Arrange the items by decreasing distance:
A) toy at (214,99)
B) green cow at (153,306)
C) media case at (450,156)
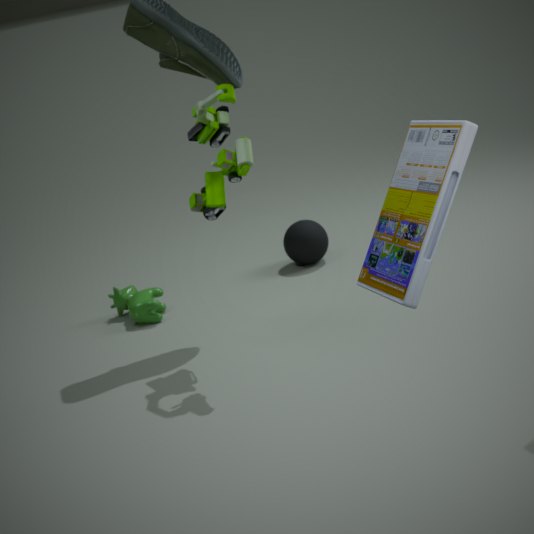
1. green cow at (153,306)
2. toy at (214,99)
3. media case at (450,156)
